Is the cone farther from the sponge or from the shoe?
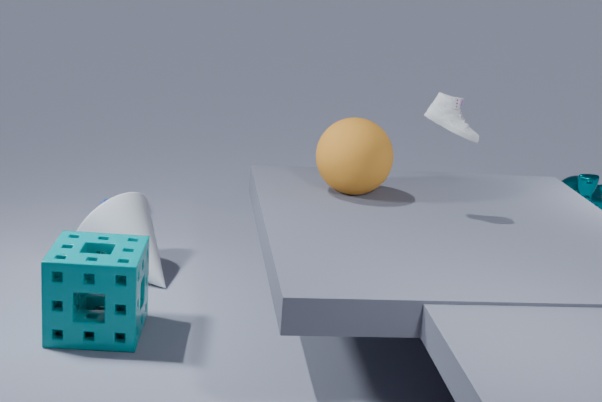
the shoe
